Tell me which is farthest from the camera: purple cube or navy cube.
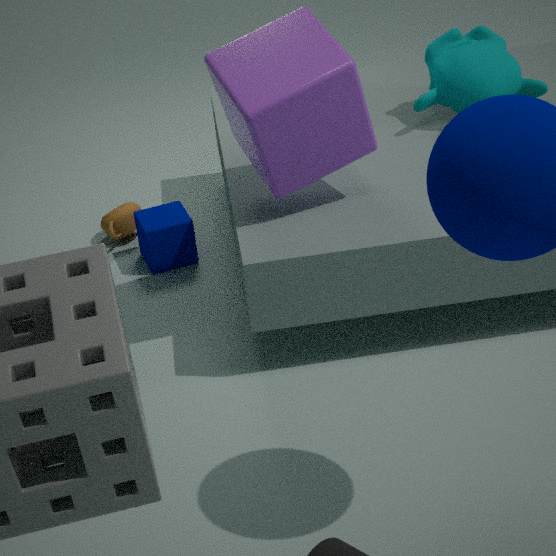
navy cube
